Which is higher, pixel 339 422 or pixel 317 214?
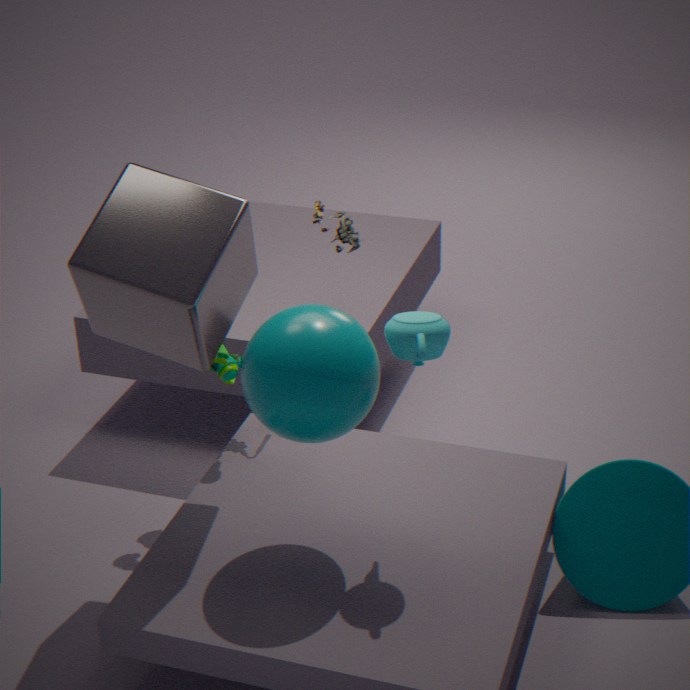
pixel 317 214
